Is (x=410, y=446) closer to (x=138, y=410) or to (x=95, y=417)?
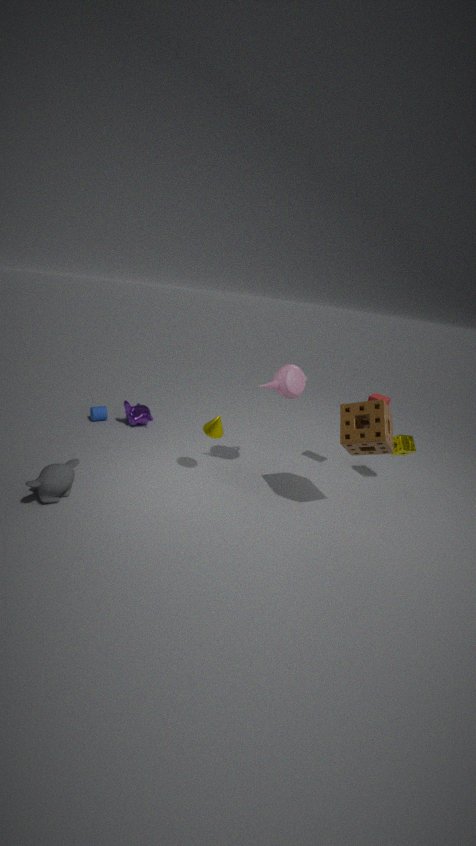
(x=138, y=410)
